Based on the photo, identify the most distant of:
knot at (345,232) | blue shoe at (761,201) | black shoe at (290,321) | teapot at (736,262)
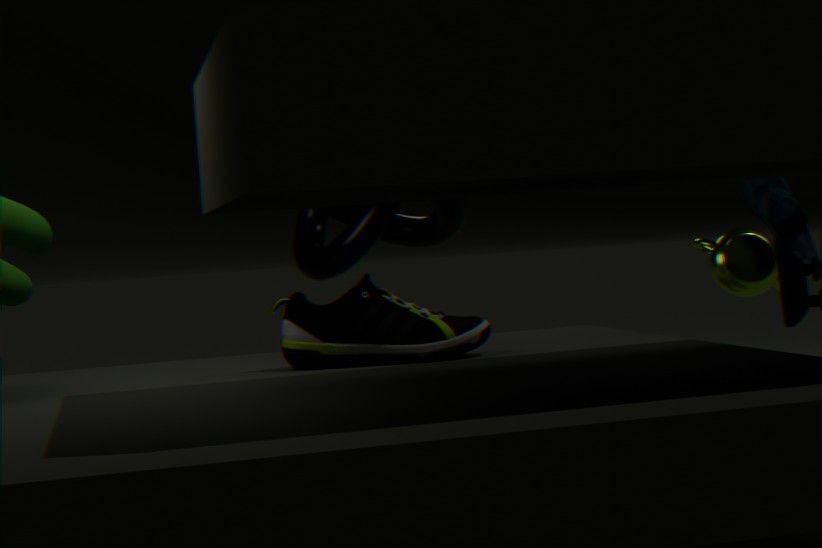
knot at (345,232)
